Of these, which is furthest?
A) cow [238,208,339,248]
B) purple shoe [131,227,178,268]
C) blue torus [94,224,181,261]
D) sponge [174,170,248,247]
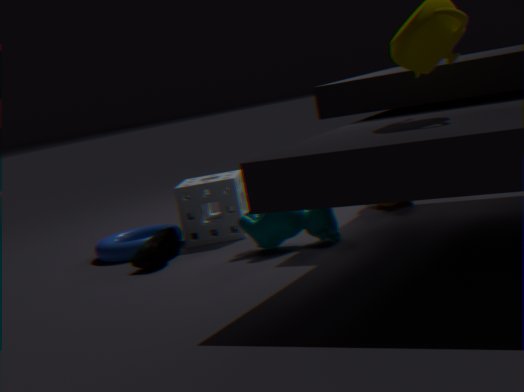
sponge [174,170,248,247]
